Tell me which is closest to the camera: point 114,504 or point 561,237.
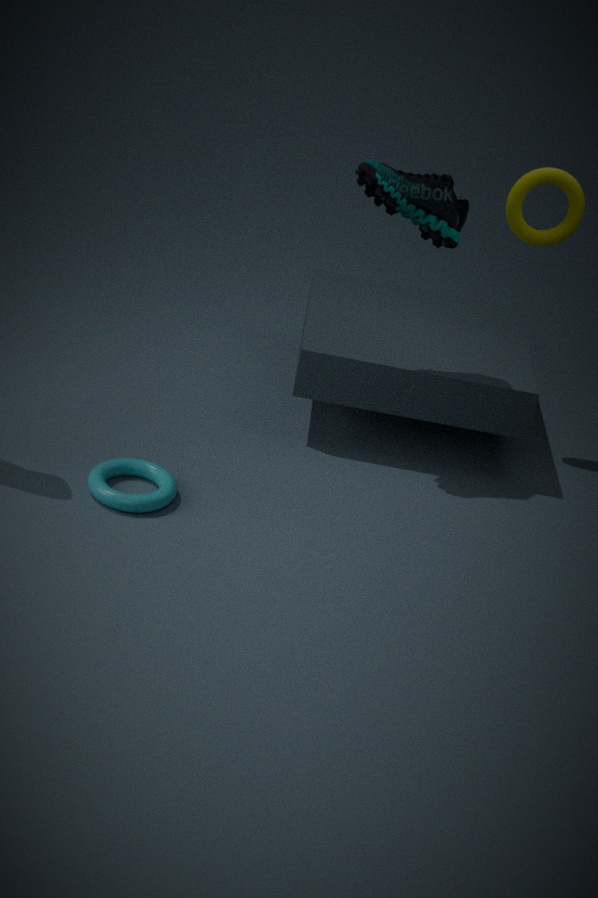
point 114,504
